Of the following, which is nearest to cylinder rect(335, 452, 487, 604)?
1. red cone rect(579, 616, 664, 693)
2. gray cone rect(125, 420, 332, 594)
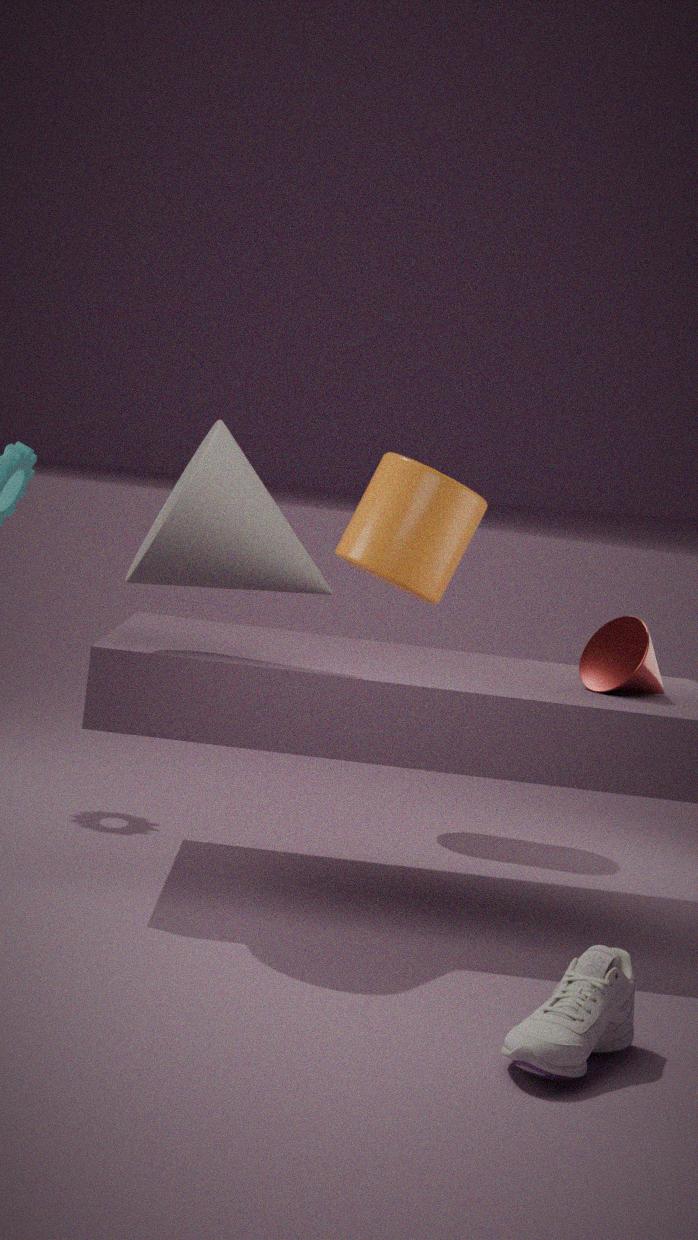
red cone rect(579, 616, 664, 693)
